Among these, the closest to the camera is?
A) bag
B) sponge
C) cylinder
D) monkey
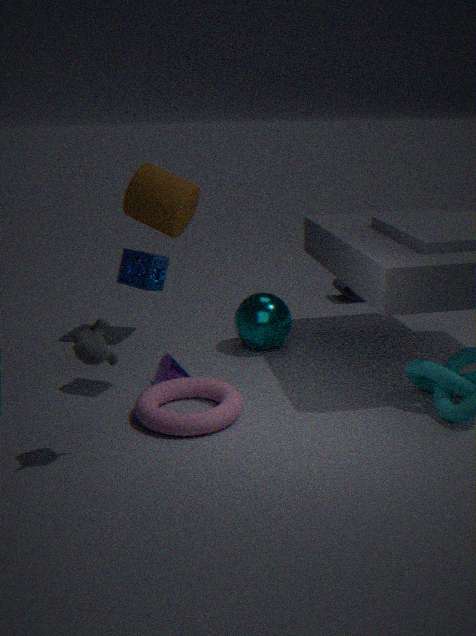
monkey
